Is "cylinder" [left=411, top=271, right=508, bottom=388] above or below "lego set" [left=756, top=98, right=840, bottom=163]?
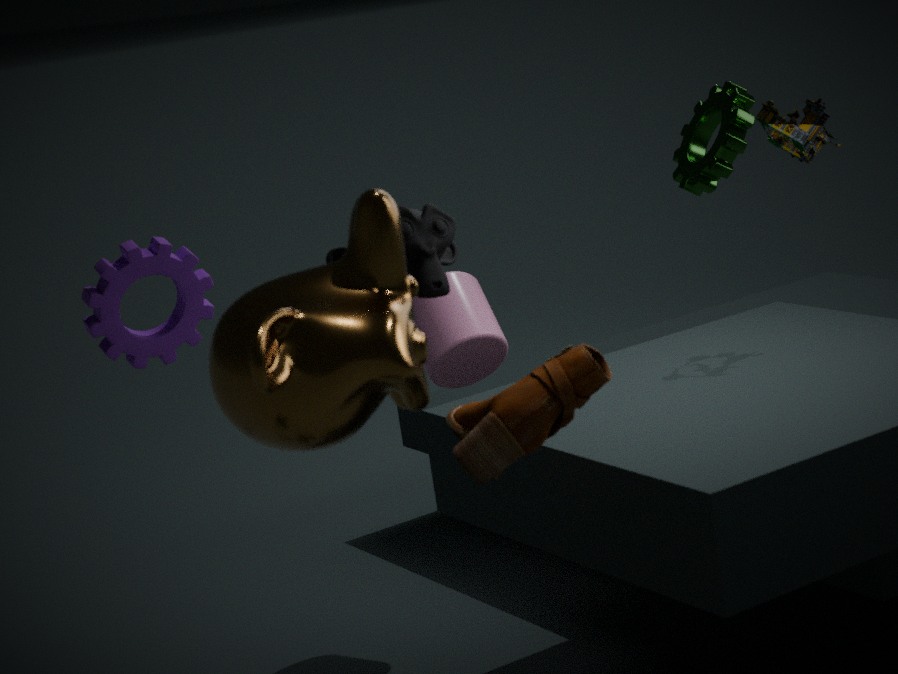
below
